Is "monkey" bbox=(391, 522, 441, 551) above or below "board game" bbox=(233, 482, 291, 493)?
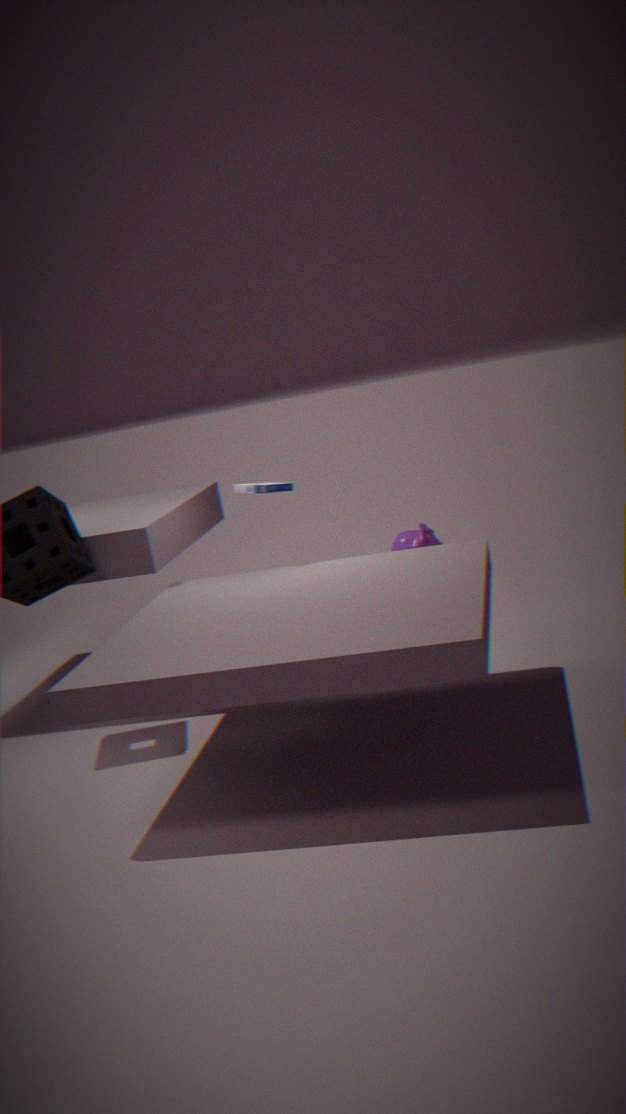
below
